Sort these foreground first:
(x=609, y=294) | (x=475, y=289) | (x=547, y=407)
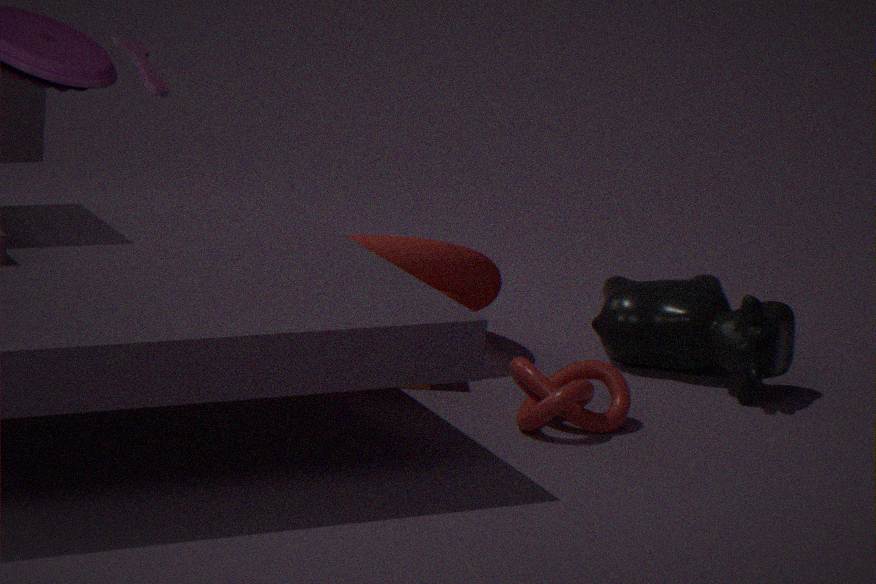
(x=547, y=407)
(x=475, y=289)
(x=609, y=294)
